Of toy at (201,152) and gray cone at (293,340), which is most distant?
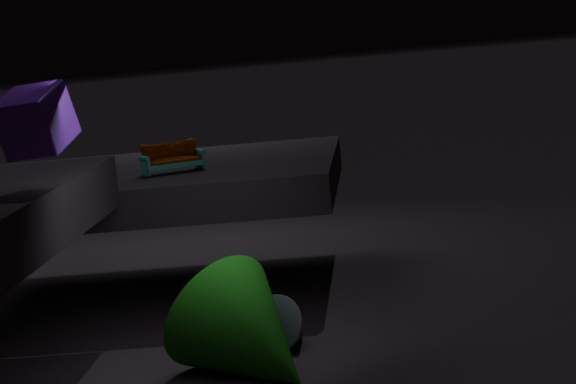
toy at (201,152)
